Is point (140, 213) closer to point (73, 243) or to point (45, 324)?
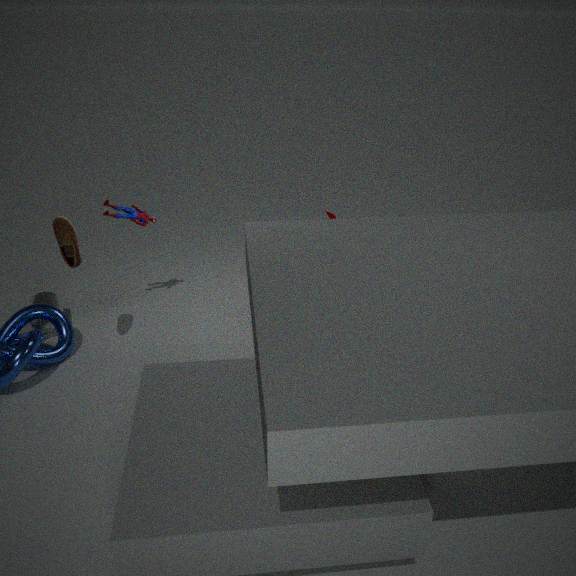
point (73, 243)
